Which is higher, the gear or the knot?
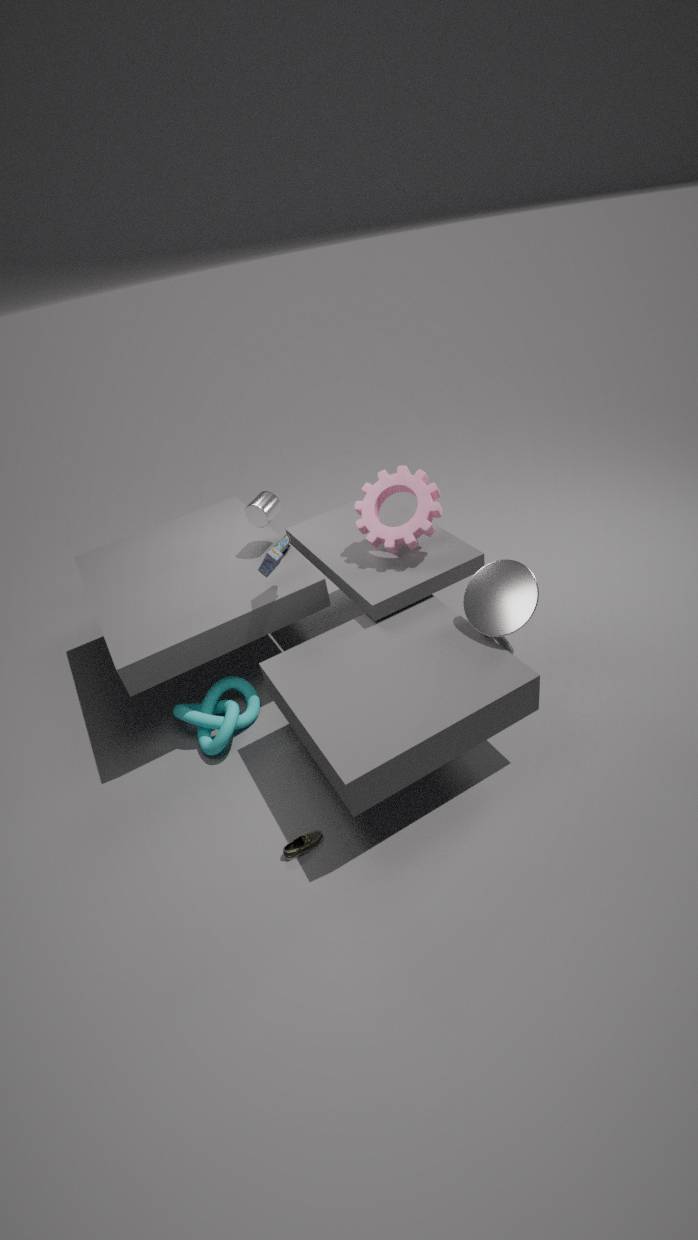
the gear
